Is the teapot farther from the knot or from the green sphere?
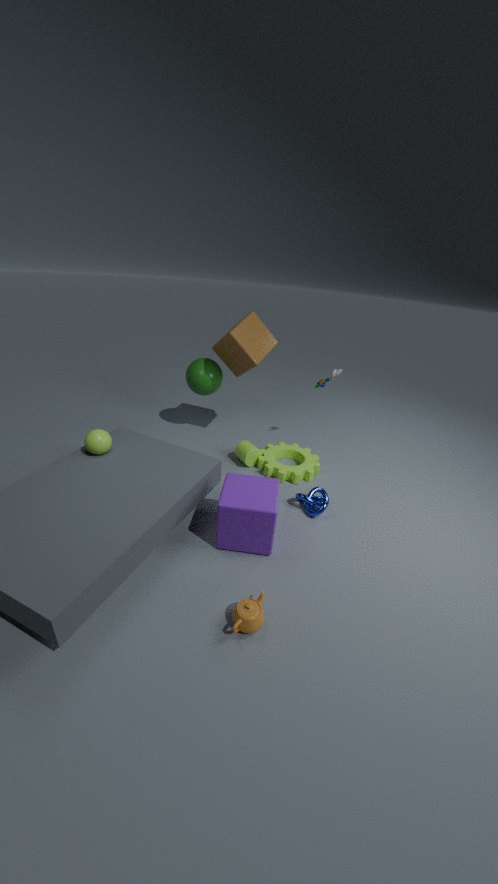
the green sphere
